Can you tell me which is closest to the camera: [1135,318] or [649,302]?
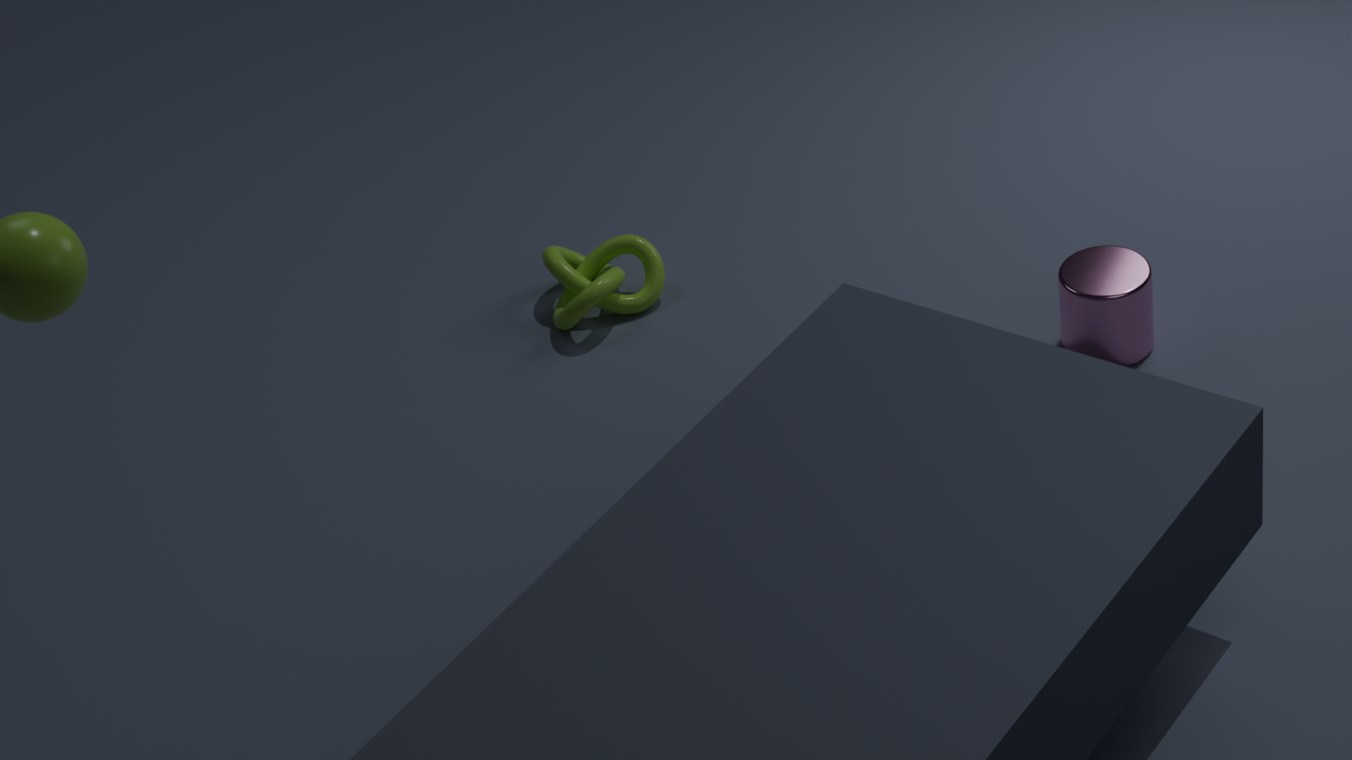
[1135,318]
